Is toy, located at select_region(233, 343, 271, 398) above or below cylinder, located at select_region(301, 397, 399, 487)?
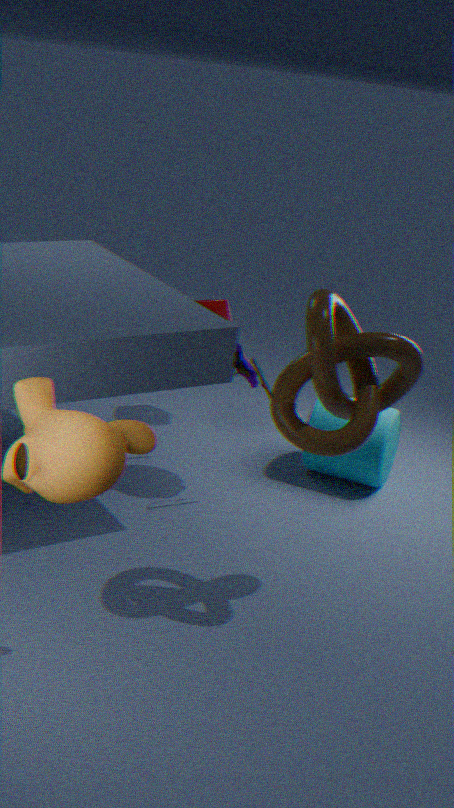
above
